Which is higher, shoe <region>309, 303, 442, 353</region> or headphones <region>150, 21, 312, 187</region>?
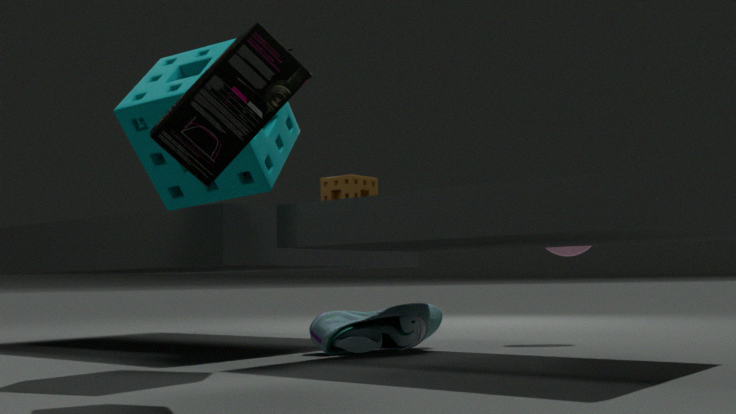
headphones <region>150, 21, 312, 187</region>
